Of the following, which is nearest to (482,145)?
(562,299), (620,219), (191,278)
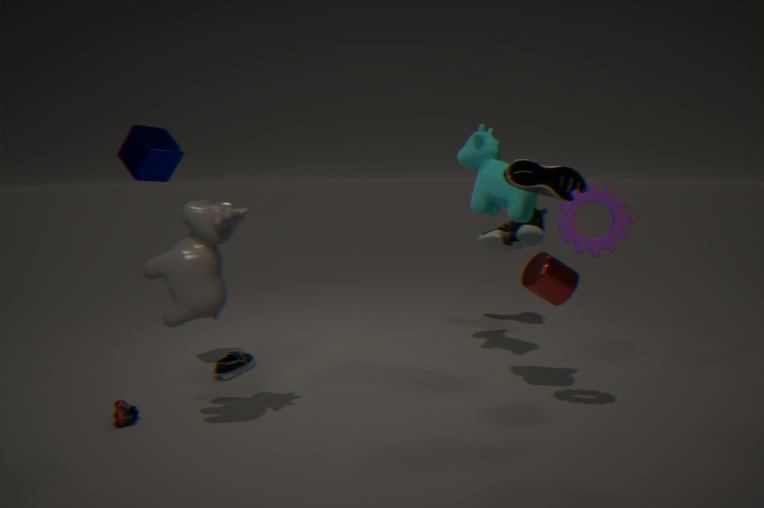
(562,299)
